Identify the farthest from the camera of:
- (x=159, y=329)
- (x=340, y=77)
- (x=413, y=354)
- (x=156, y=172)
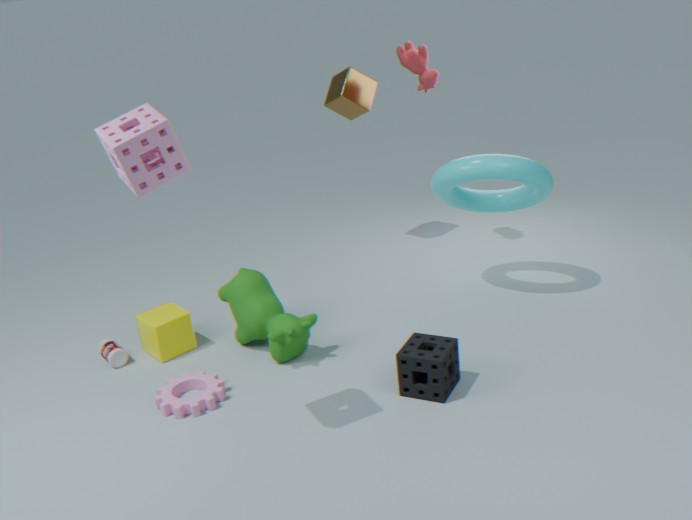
(x=340, y=77)
